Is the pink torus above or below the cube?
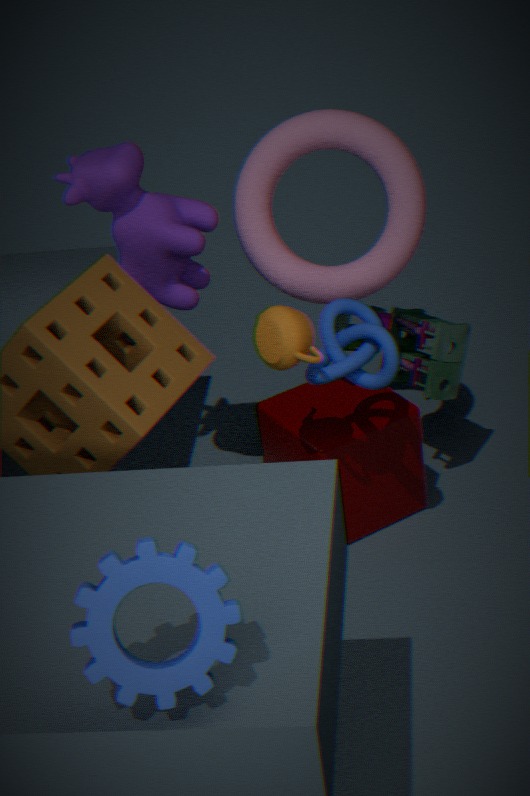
above
